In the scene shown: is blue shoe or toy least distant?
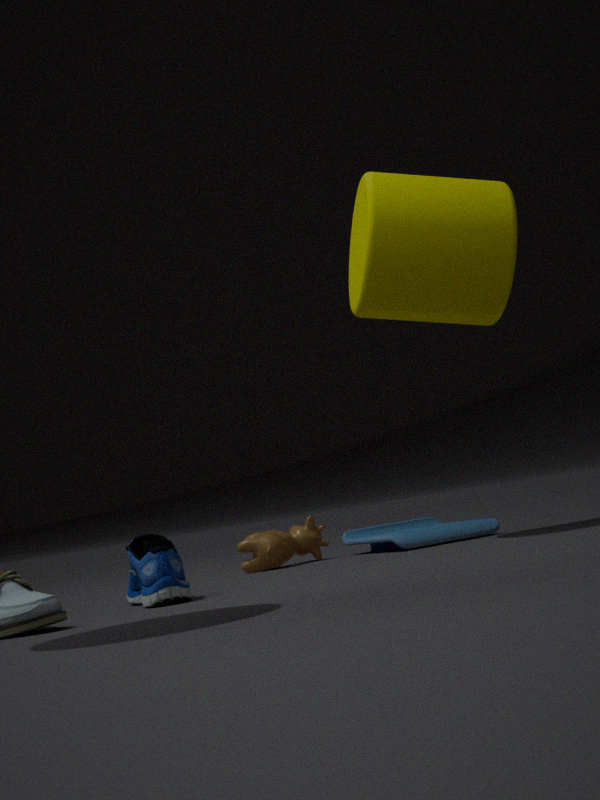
blue shoe
